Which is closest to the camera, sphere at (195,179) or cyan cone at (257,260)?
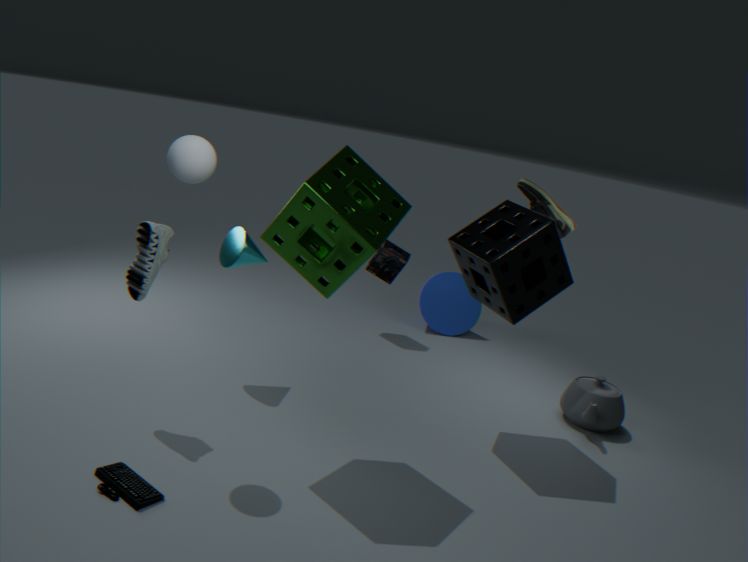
sphere at (195,179)
